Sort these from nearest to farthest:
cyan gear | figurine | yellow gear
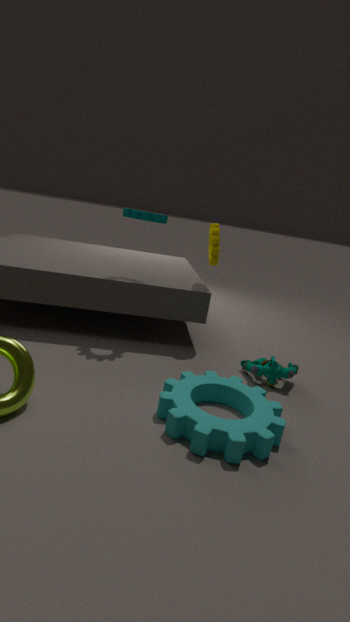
cyan gear, figurine, yellow gear
